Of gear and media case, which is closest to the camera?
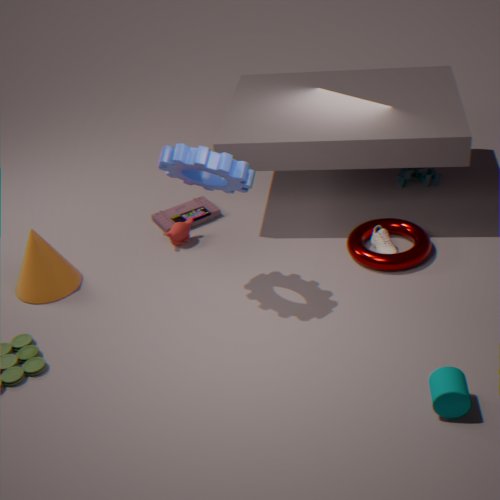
gear
